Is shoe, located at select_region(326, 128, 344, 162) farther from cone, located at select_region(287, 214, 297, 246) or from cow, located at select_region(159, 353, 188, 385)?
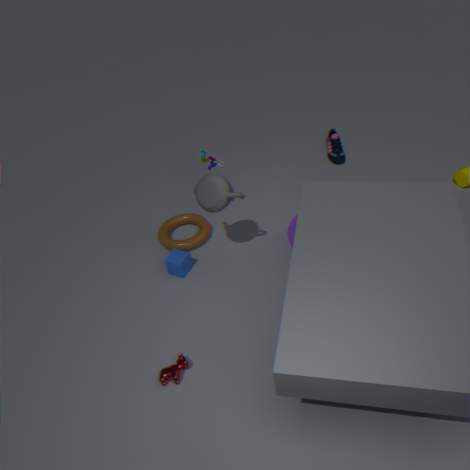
cow, located at select_region(159, 353, 188, 385)
